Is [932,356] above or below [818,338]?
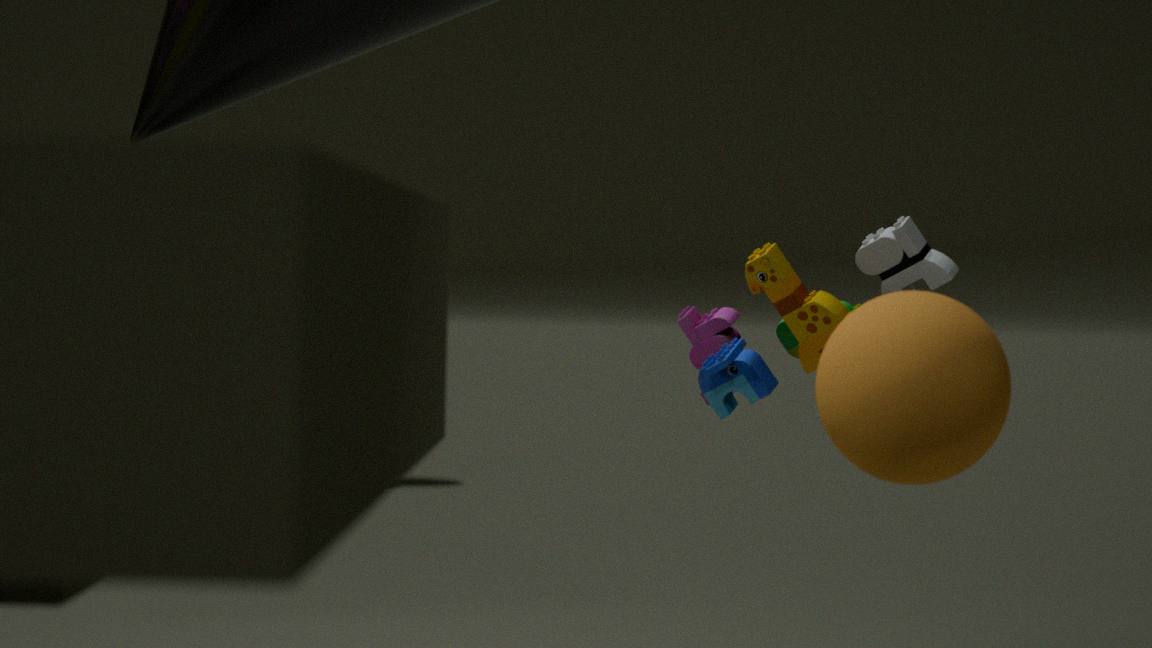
below
